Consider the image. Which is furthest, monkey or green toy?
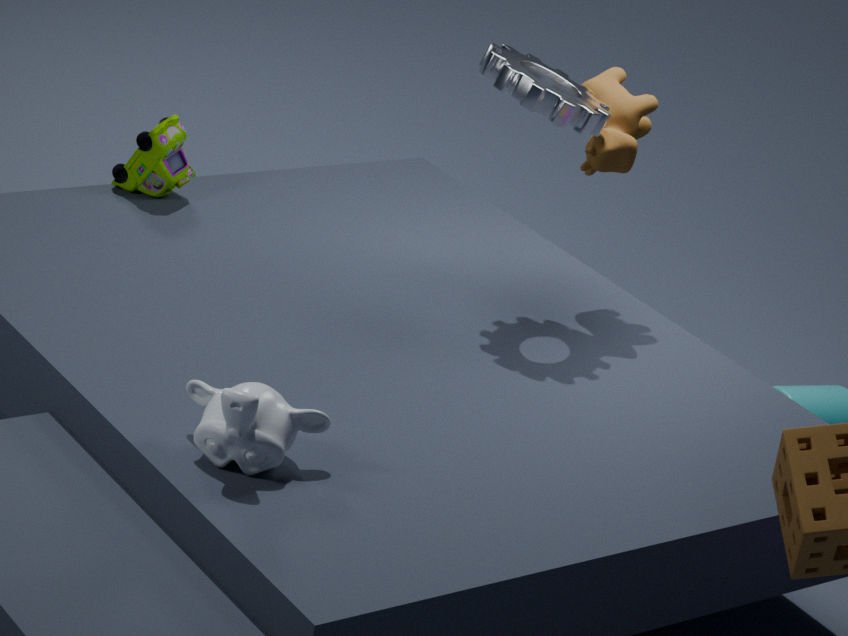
green toy
